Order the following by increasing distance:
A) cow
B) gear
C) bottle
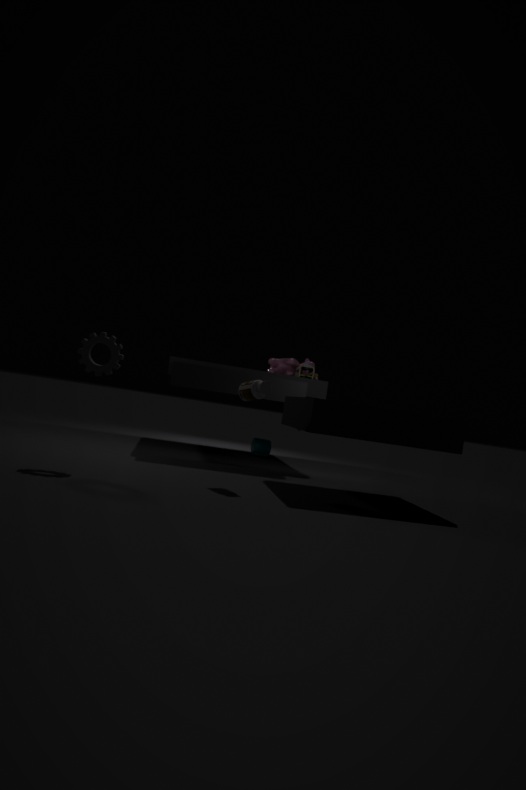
gear
bottle
cow
